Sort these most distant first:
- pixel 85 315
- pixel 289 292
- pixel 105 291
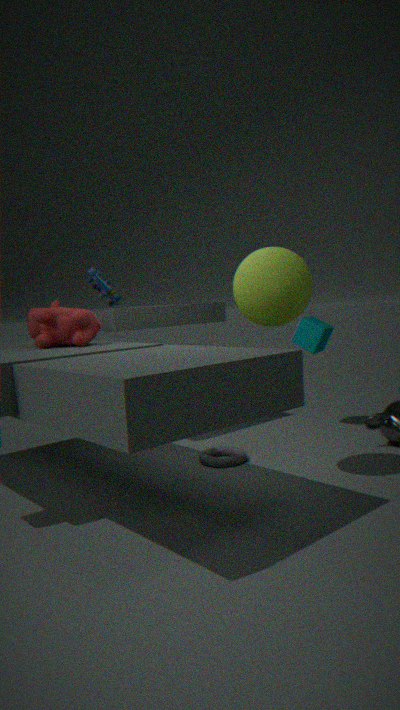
1. pixel 105 291
2. pixel 85 315
3. pixel 289 292
